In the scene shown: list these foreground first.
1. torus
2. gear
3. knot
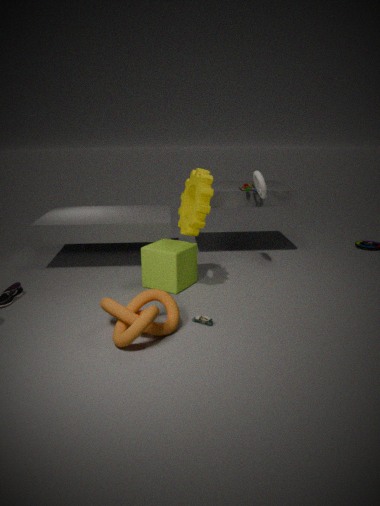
knot, gear, torus
